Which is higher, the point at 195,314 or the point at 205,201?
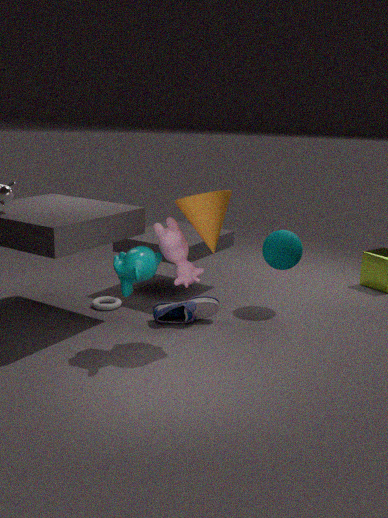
the point at 205,201
